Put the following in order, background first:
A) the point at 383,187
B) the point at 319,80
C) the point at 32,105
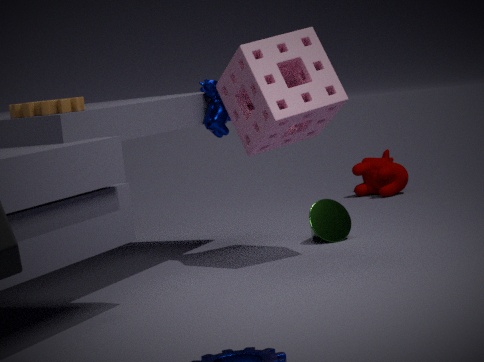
1. the point at 383,187
2. the point at 319,80
3. the point at 32,105
